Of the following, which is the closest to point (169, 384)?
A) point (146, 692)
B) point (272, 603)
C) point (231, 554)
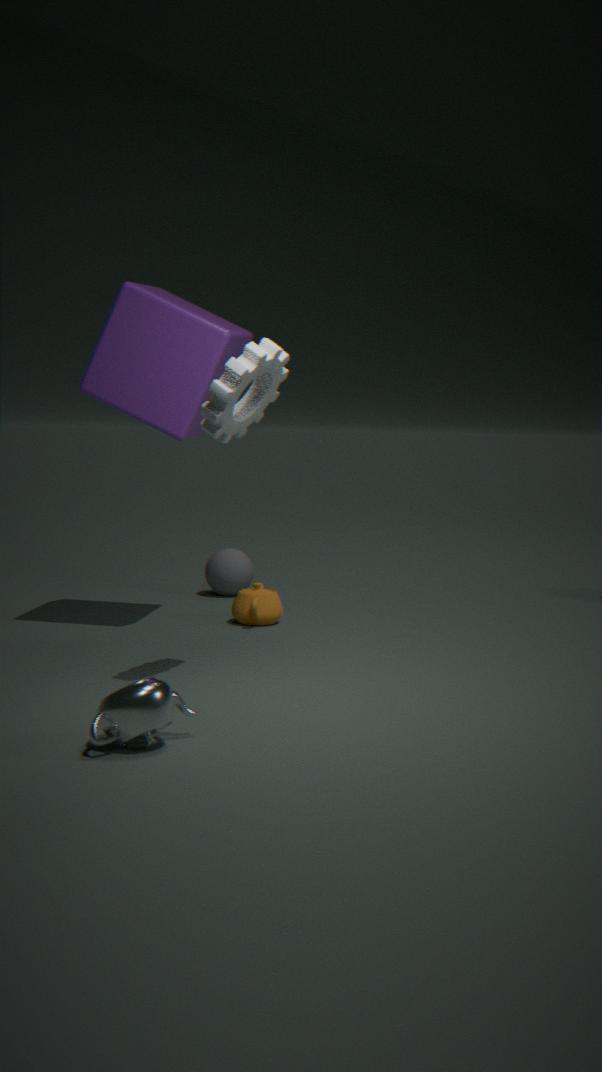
point (272, 603)
